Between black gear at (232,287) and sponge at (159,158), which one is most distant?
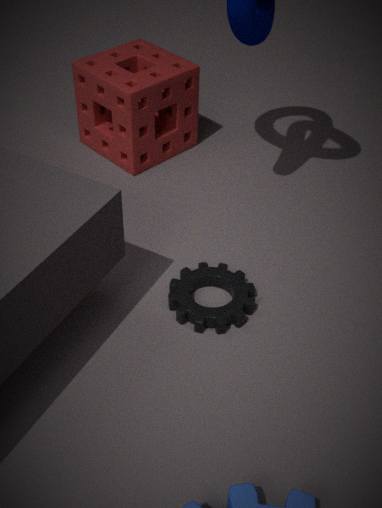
sponge at (159,158)
